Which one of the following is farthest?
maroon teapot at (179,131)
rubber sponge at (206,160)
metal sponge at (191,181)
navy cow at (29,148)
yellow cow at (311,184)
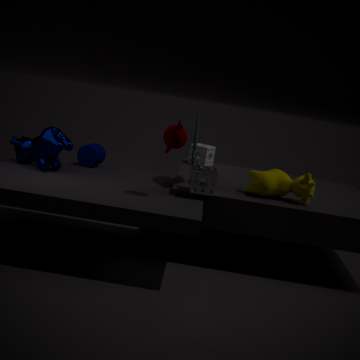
rubber sponge at (206,160)
